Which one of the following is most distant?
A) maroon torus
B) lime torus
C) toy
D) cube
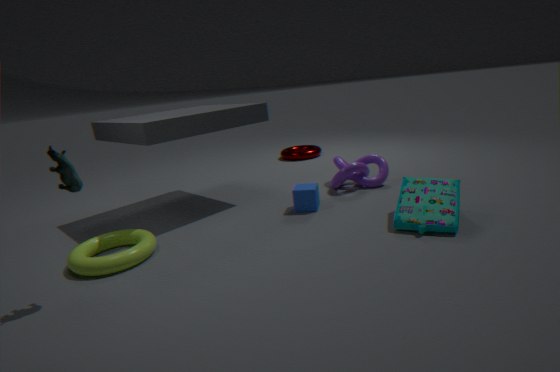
maroon torus
